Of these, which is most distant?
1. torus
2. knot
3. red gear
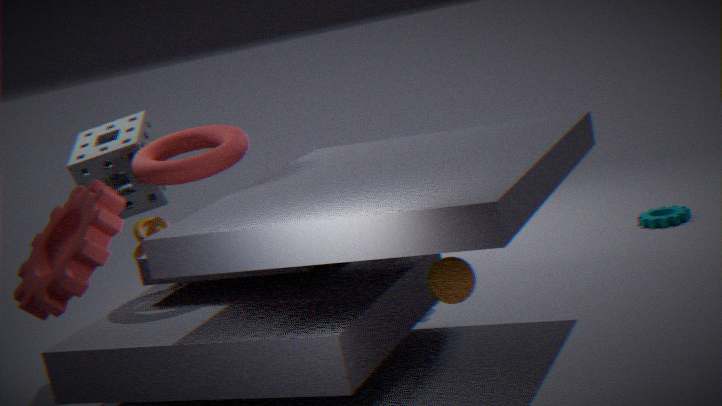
knot
